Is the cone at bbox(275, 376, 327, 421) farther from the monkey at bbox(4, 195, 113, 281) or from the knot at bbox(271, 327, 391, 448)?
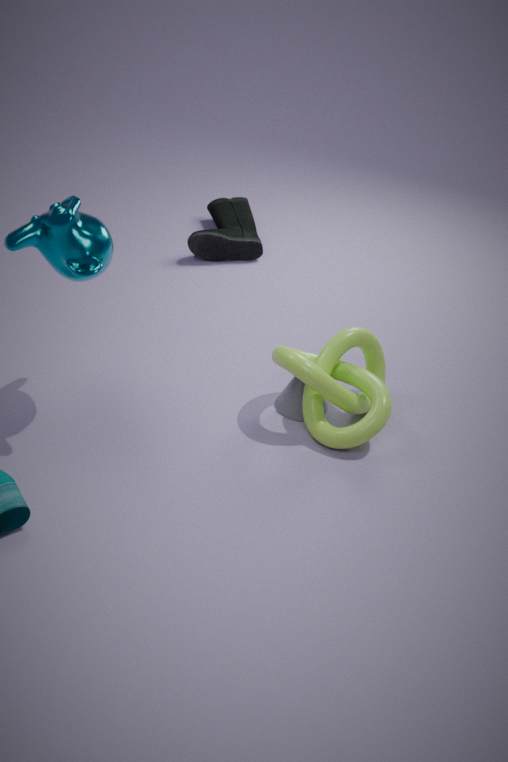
the monkey at bbox(4, 195, 113, 281)
